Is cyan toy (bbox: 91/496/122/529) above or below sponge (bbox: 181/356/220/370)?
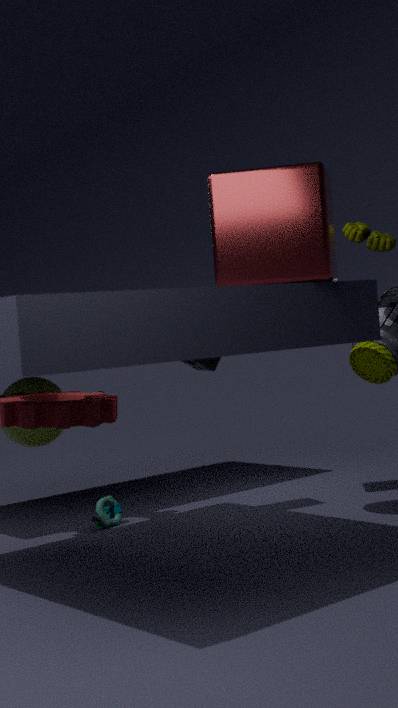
below
